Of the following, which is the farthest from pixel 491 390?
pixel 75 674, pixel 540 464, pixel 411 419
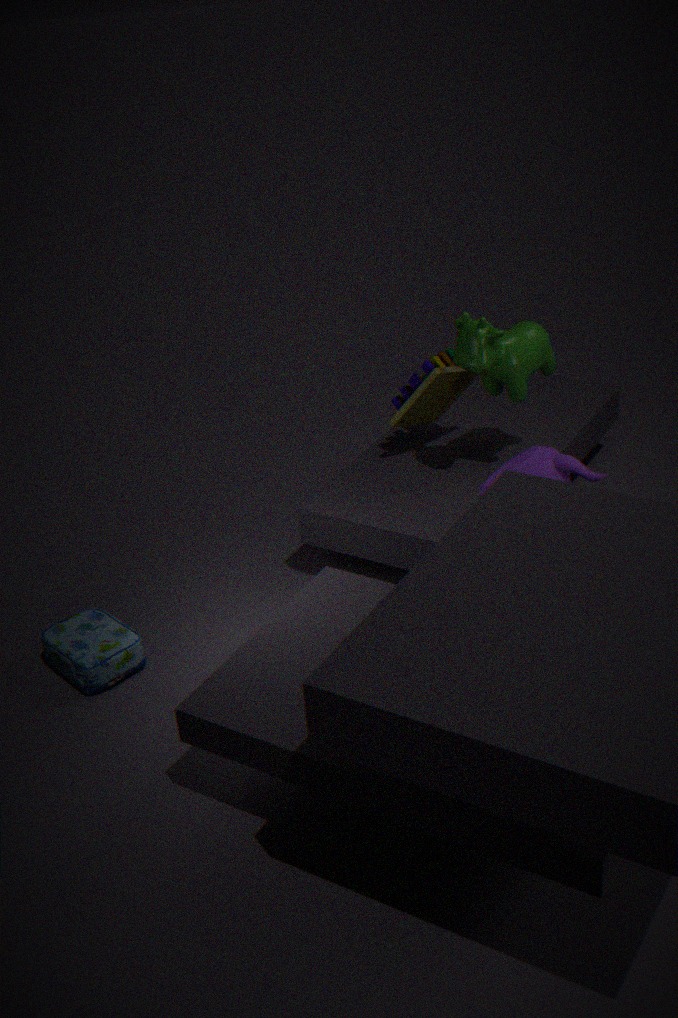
pixel 75 674
